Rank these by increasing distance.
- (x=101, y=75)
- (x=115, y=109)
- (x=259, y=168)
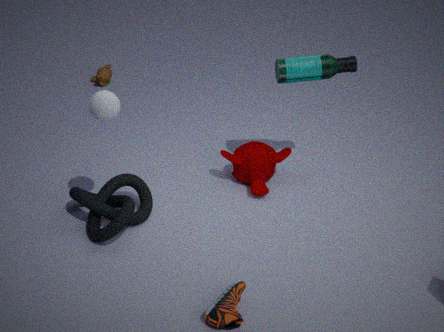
1. (x=115, y=109)
2. (x=259, y=168)
3. (x=101, y=75)
